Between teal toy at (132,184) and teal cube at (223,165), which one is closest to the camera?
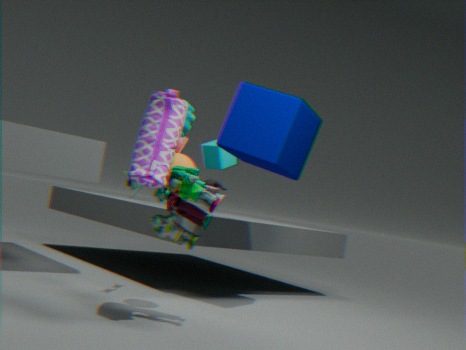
teal toy at (132,184)
